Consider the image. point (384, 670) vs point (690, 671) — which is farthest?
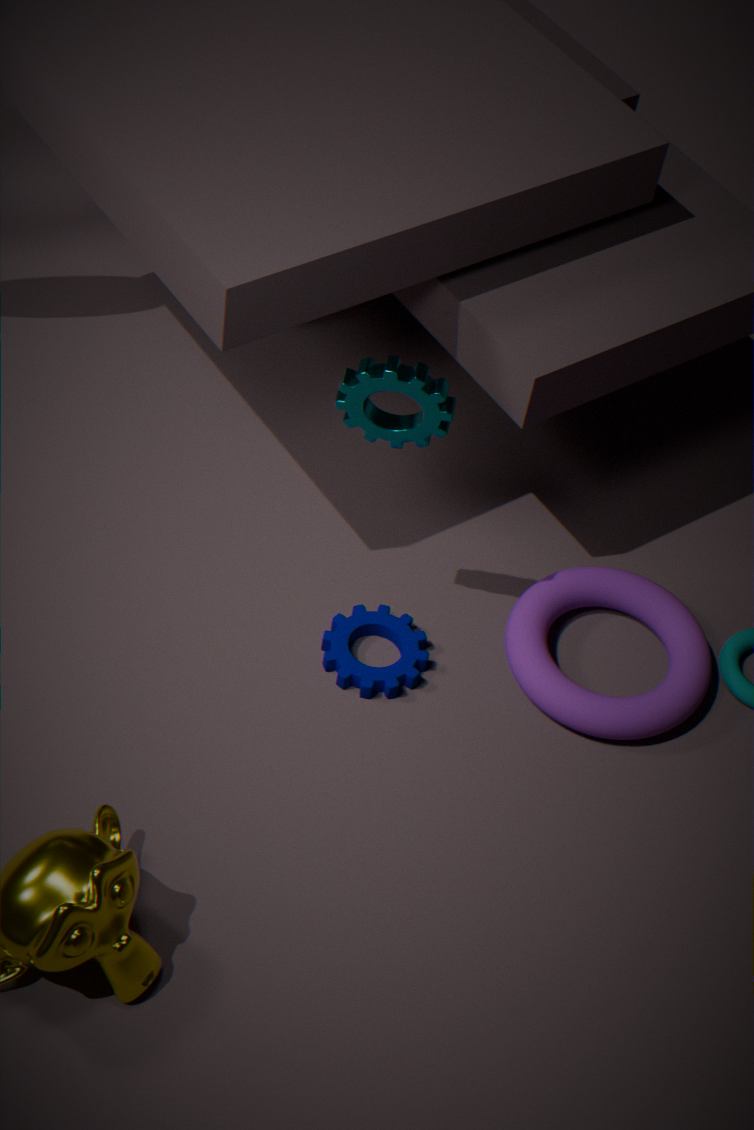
point (690, 671)
